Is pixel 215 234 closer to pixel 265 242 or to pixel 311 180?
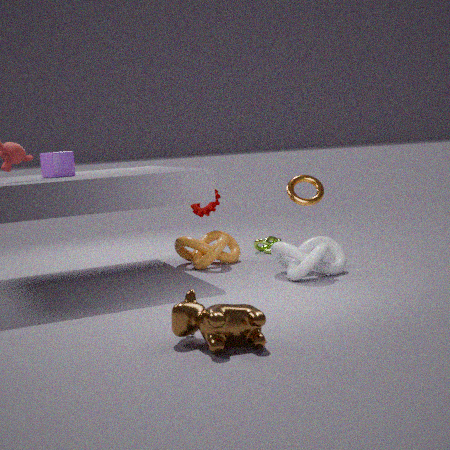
pixel 265 242
